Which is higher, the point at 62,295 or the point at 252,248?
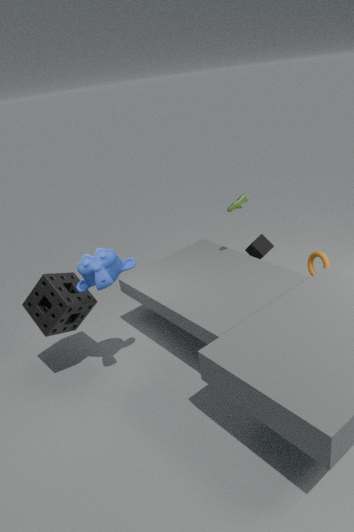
the point at 62,295
